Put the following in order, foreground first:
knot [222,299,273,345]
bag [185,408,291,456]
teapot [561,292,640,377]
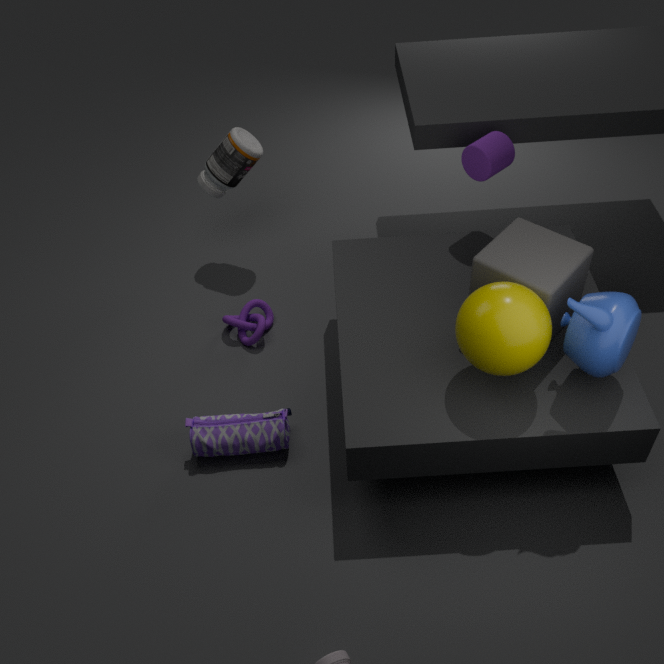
teapot [561,292,640,377] < bag [185,408,291,456] < knot [222,299,273,345]
